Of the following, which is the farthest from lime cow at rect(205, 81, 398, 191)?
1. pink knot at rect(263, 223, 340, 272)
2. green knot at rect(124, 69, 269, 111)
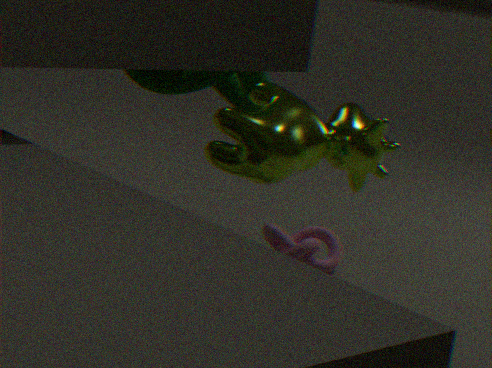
pink knot at rect(263, 223, 340, 272)
